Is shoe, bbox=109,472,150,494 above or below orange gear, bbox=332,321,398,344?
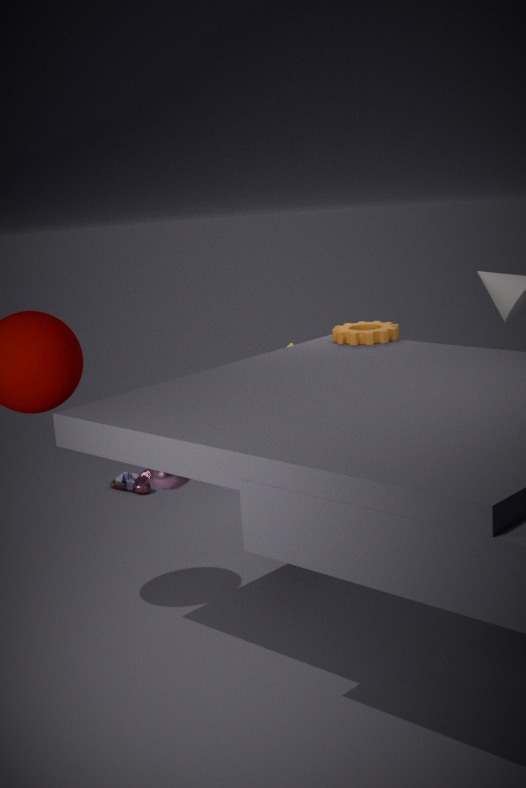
below
